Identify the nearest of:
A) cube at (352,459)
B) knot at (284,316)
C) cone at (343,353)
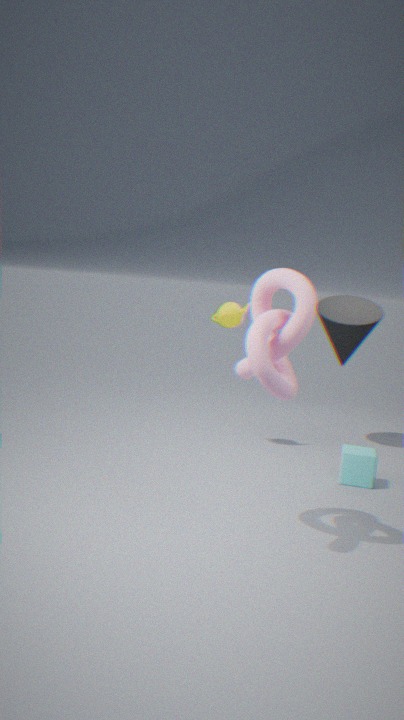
knot at (284,316)
